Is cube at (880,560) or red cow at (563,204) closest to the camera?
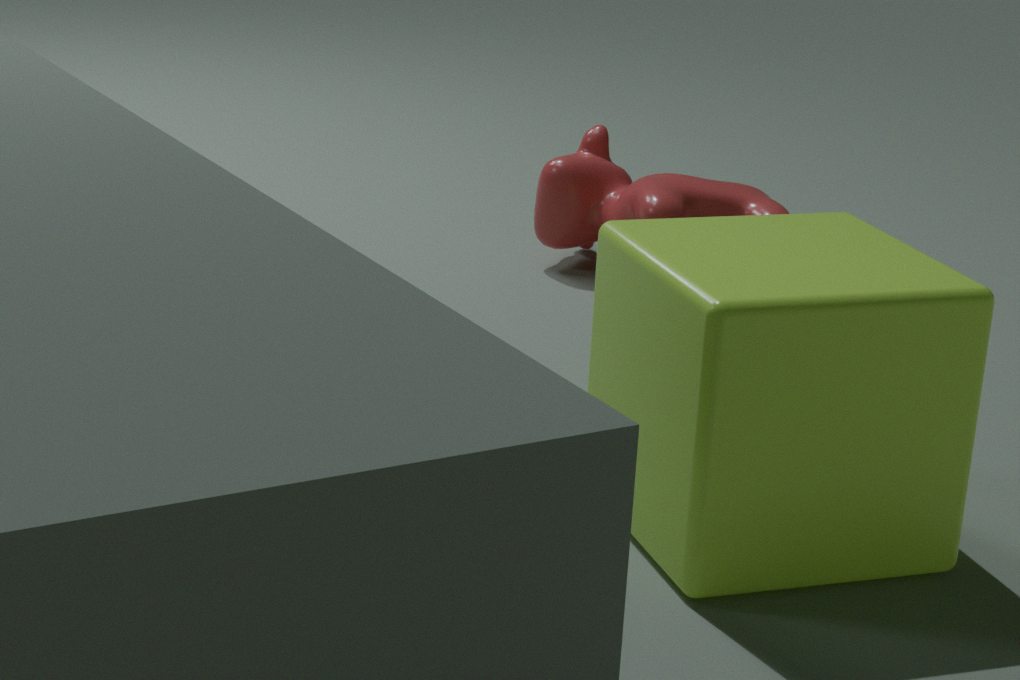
cube at (880,560)
